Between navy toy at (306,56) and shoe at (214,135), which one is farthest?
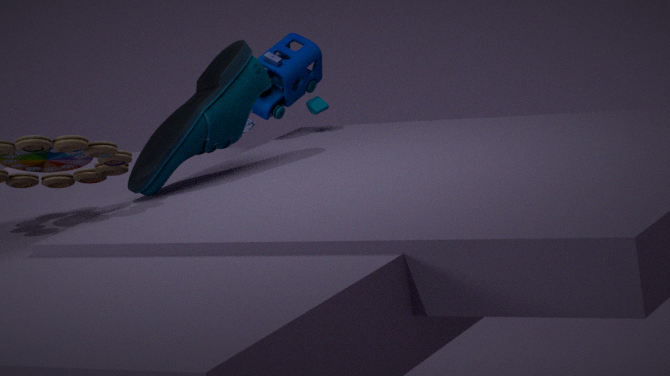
navy toy at (306,56)
